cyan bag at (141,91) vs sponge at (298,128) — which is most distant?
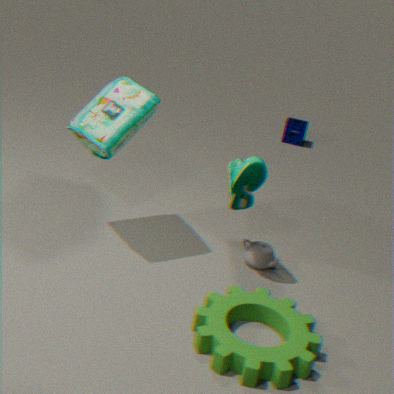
sponge at (298,128)
